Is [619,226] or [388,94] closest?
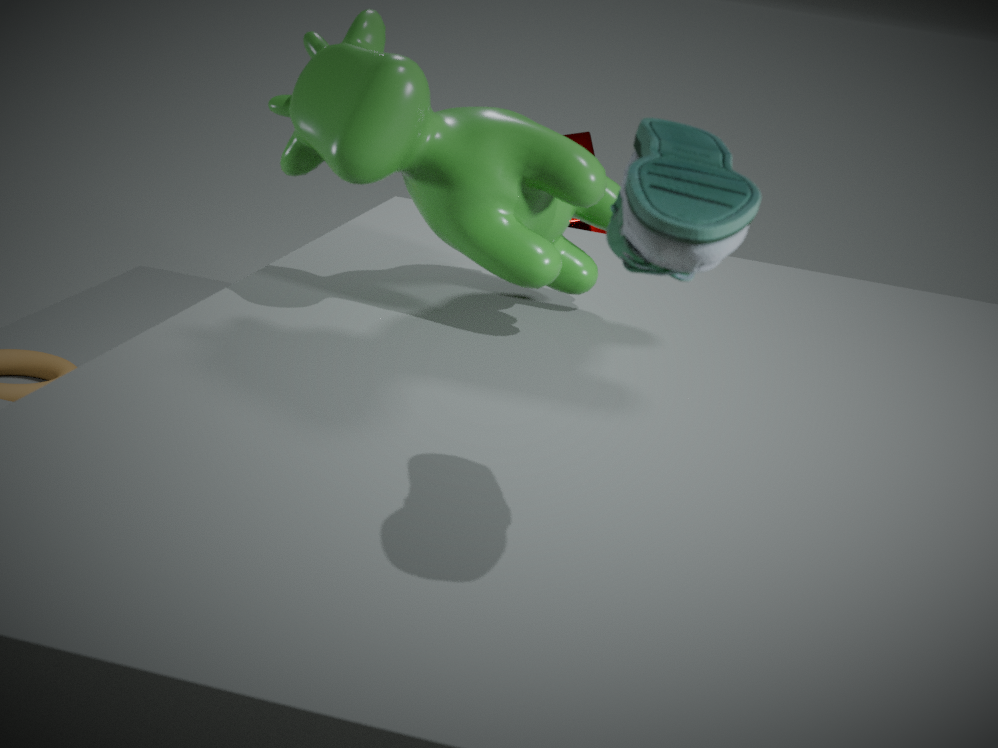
[619,226]
